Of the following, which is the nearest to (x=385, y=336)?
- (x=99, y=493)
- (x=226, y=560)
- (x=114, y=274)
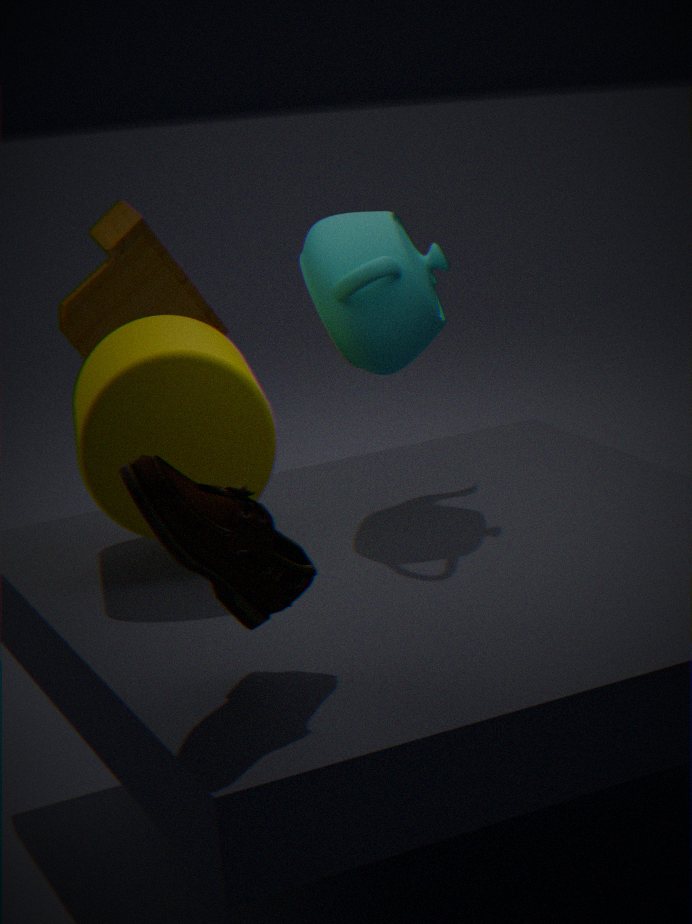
(x=99, y=493)
